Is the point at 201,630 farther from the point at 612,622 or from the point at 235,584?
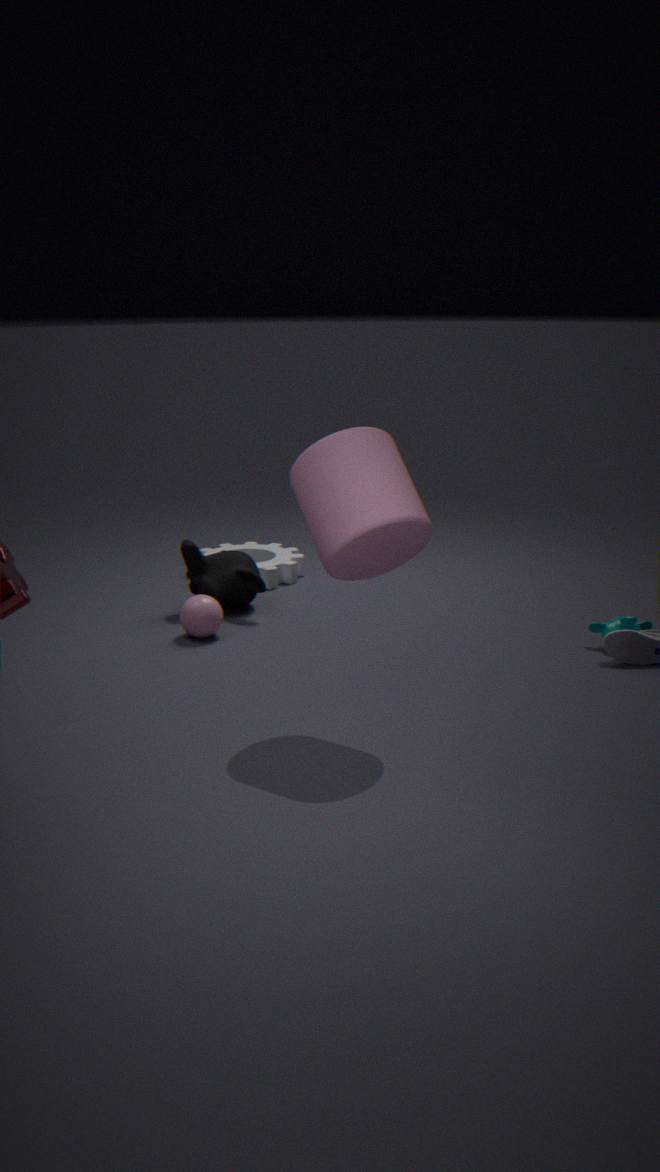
the point at 612,622
